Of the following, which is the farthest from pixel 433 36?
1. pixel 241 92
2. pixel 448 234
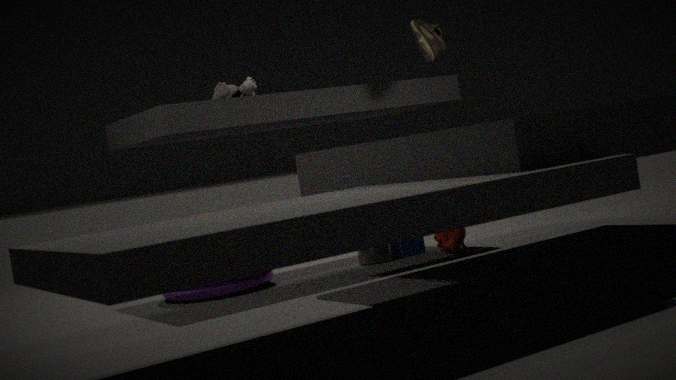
pixel 448 234
